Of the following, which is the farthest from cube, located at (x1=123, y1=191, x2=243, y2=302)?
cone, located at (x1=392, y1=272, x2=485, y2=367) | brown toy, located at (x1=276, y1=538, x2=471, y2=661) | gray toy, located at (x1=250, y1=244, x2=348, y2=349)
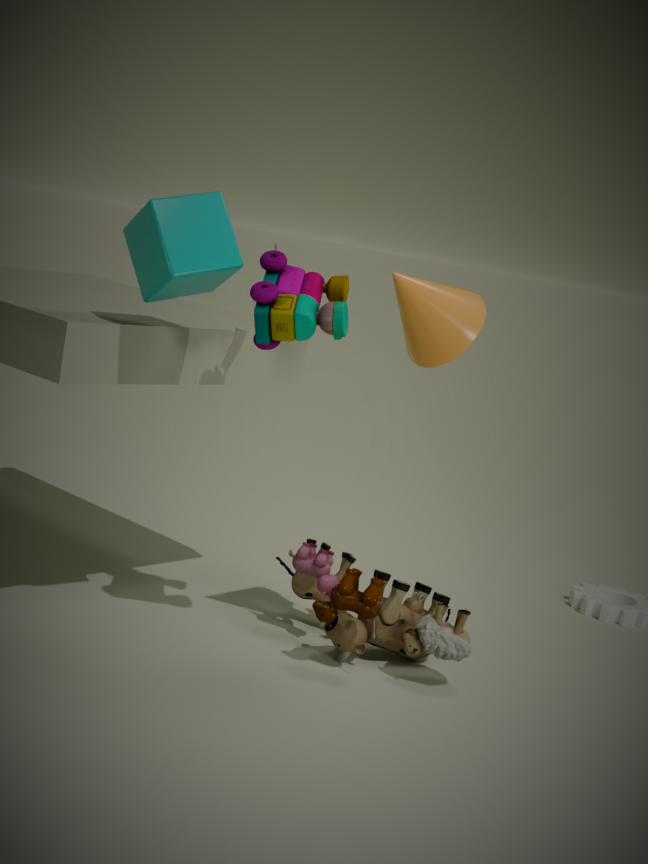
brown toy, located at (x1=276, y1=538, x2=471, y2=661)
